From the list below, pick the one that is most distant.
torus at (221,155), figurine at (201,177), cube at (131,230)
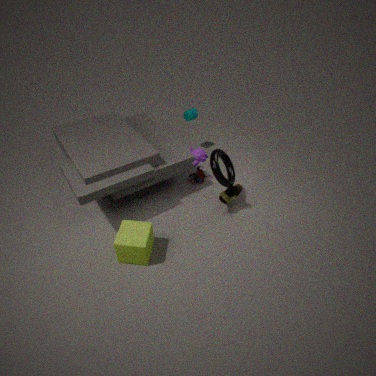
figurine at (201,177)
